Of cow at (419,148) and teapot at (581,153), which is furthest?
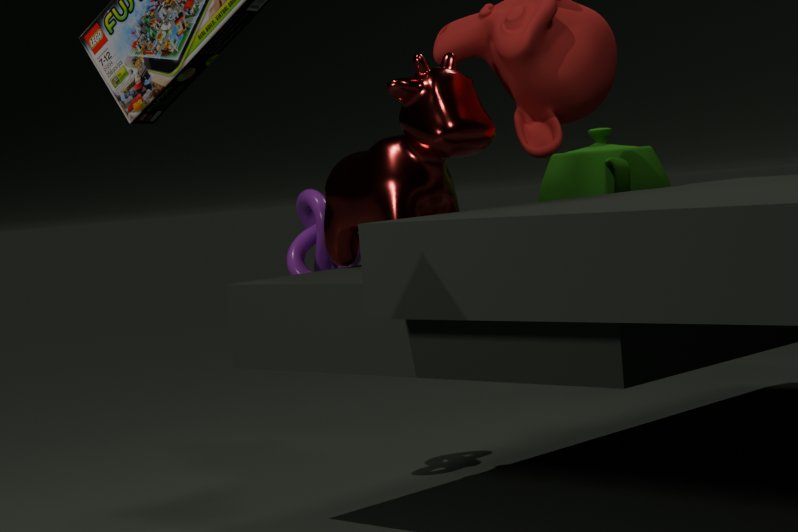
teapot at (581,153)
